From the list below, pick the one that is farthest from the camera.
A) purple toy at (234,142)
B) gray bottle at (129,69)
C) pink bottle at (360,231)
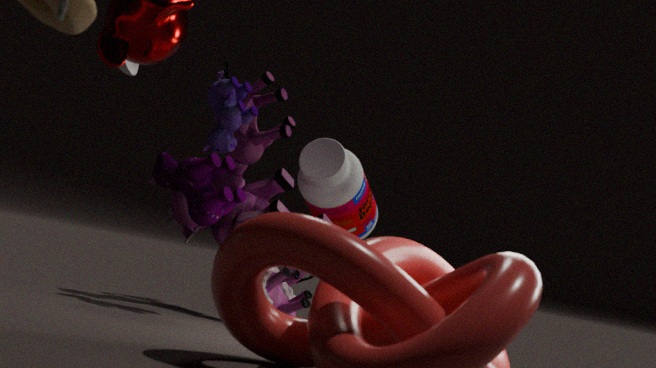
pink bottle at (360,231)
